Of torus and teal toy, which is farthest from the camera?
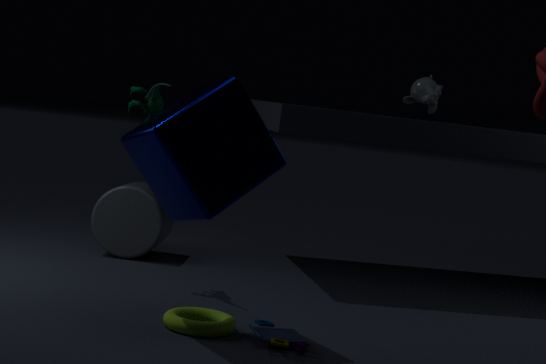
teal toy
